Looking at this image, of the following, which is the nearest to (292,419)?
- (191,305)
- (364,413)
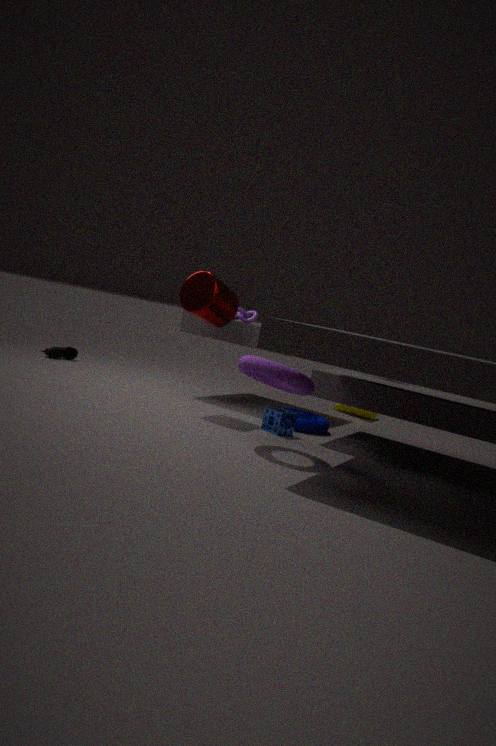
(191,305)
